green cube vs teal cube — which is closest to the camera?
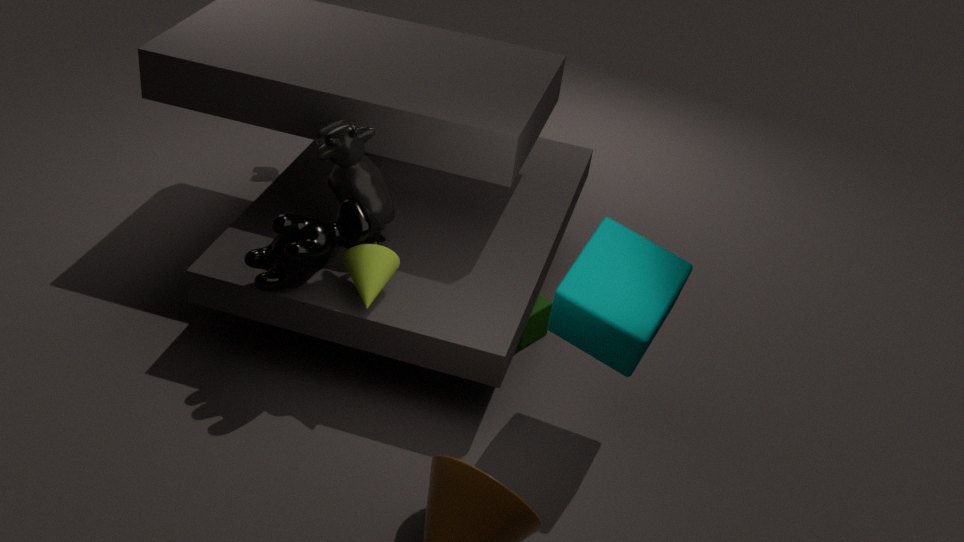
teal cube
